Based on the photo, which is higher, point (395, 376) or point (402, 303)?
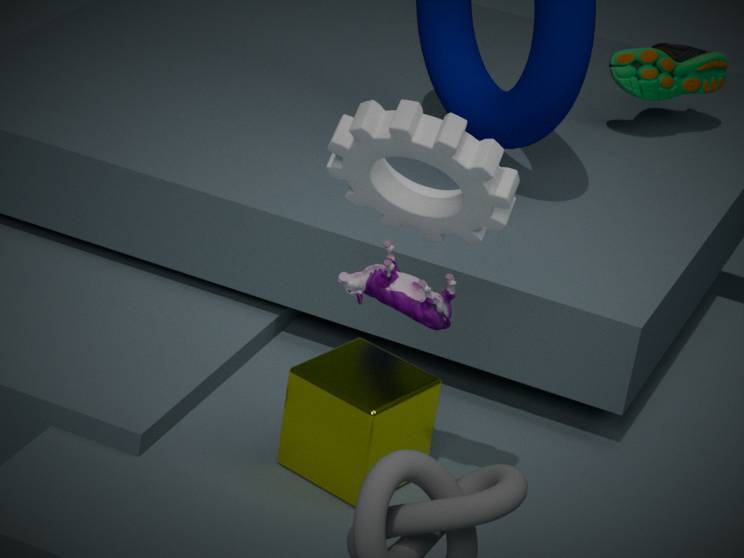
point (402, 303)
